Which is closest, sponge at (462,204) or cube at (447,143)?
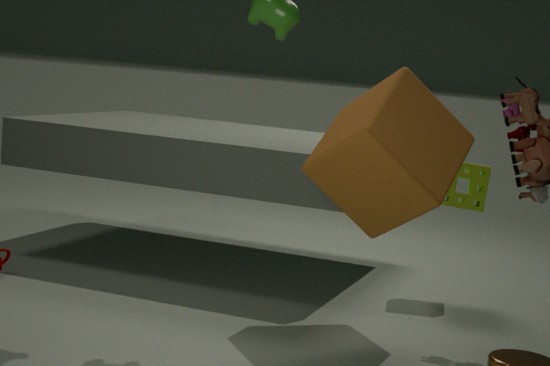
cube at (447,143)
